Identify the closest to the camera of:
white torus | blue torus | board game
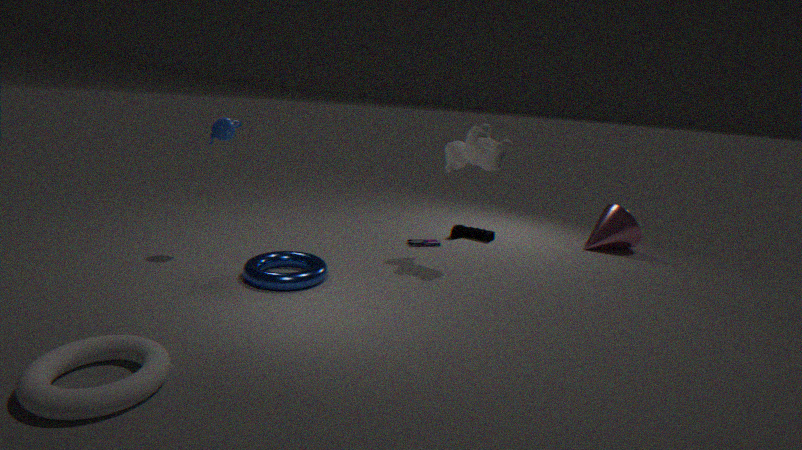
white torus
